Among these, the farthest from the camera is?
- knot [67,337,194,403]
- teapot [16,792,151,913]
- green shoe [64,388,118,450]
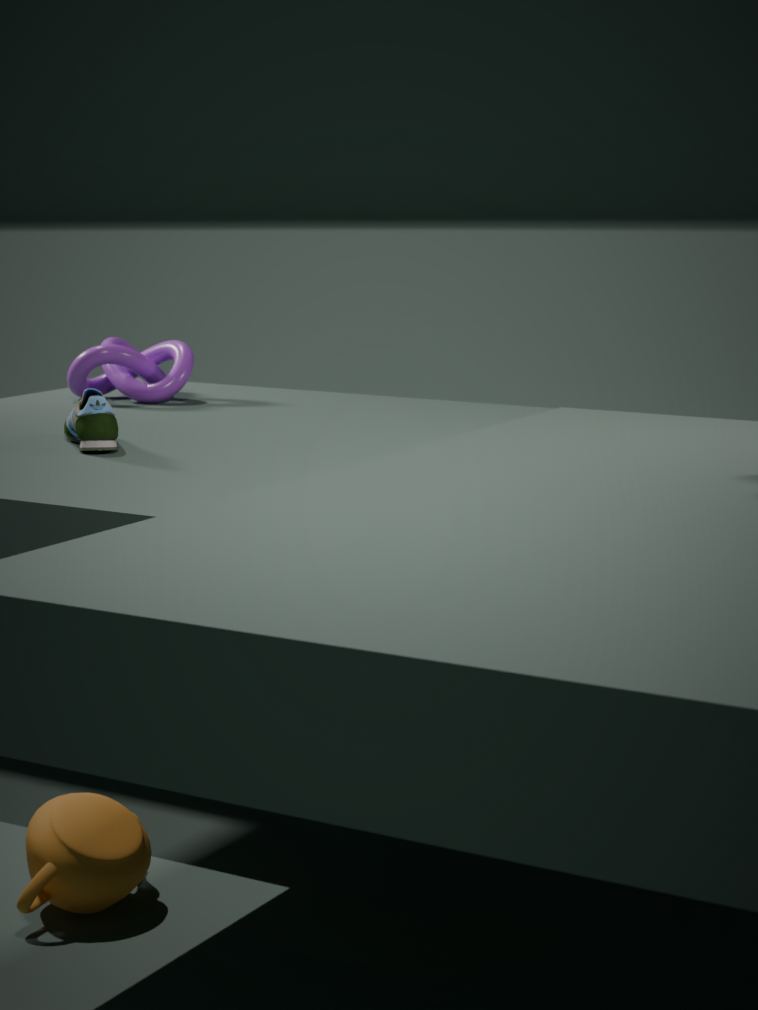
knot [67,337,194,403]
